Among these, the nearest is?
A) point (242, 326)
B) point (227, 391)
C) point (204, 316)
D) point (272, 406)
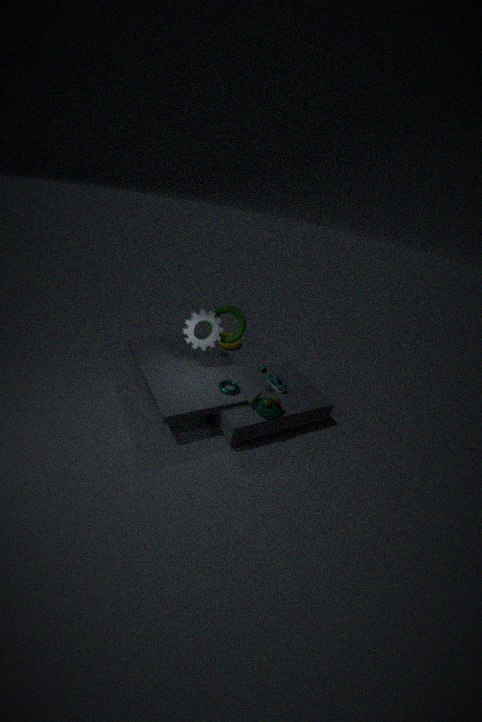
point (272, 406)
